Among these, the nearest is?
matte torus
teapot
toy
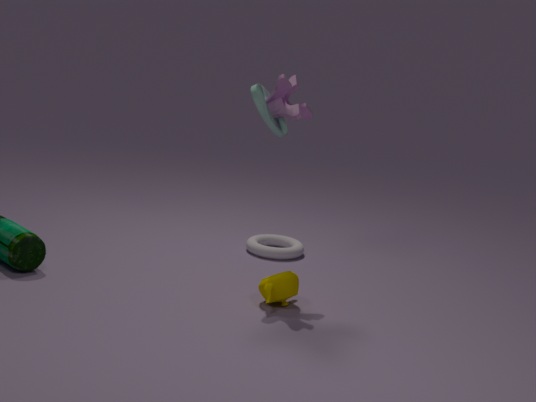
teapot
